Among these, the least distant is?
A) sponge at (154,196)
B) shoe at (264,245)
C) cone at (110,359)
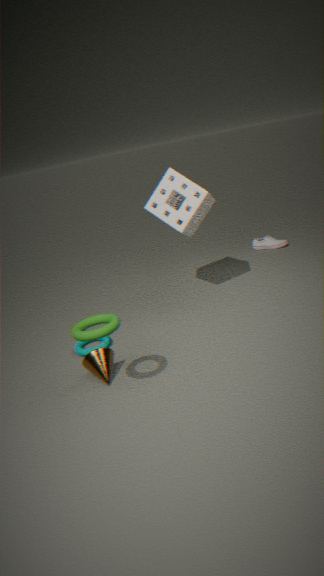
cone at (110,359)
